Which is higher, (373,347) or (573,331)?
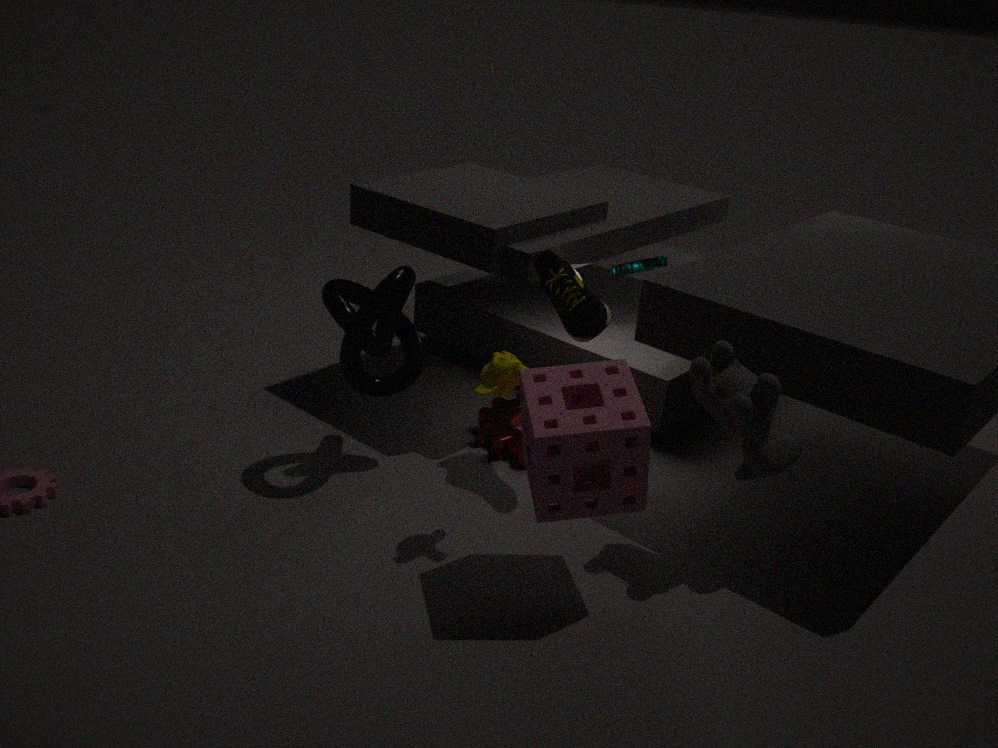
(573,331)
